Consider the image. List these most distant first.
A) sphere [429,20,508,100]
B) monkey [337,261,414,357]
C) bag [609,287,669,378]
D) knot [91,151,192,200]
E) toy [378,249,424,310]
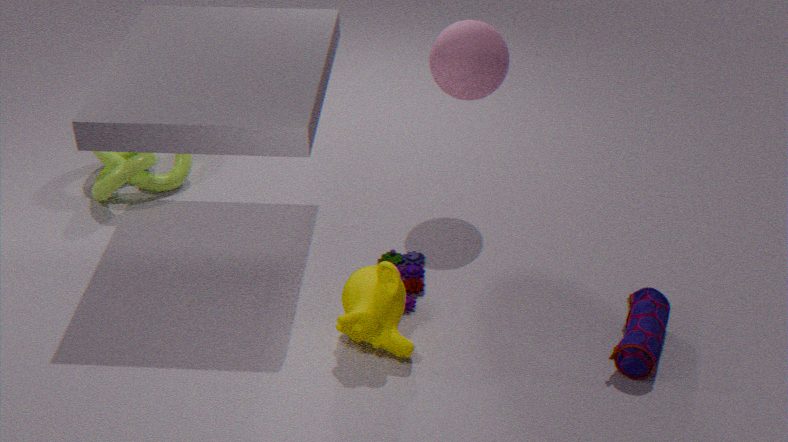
1. knot [91,151,192,200]
2. sphere [429,20,508,100]
3. toy [378,249,424,310]
4. monkey [337,261,414,357]
5. bag [609,287,669,378]
